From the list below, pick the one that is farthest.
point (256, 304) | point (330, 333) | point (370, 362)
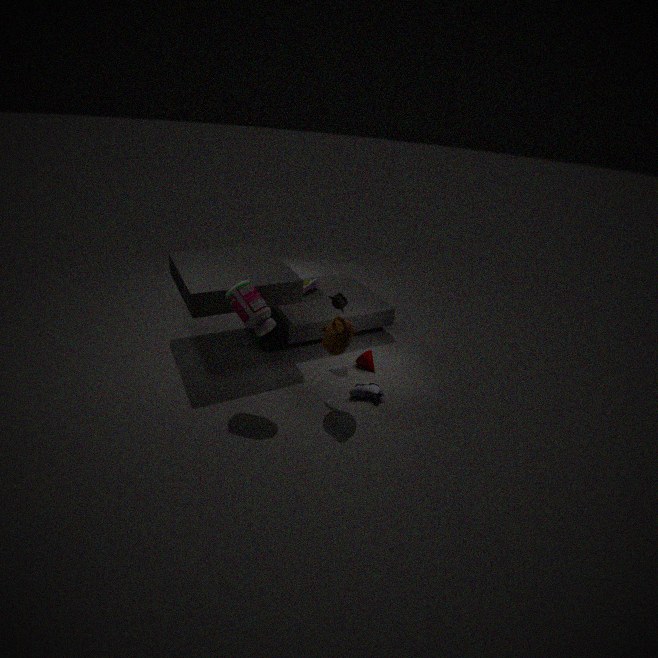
point (370, 362)
